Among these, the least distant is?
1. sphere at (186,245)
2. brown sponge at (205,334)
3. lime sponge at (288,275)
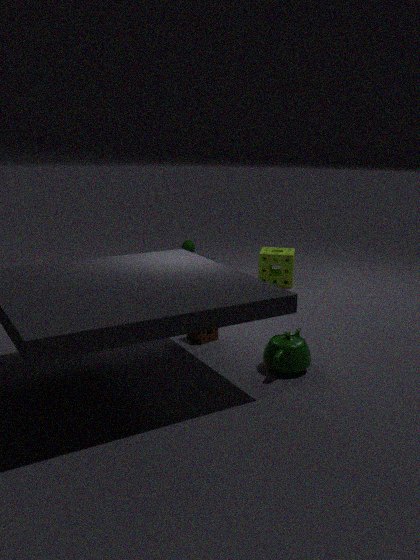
brown sponge at (205,334)
